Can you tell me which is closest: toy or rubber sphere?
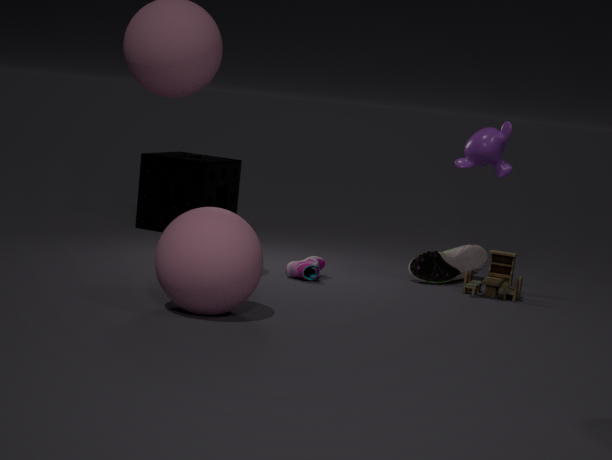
rubber sphere
